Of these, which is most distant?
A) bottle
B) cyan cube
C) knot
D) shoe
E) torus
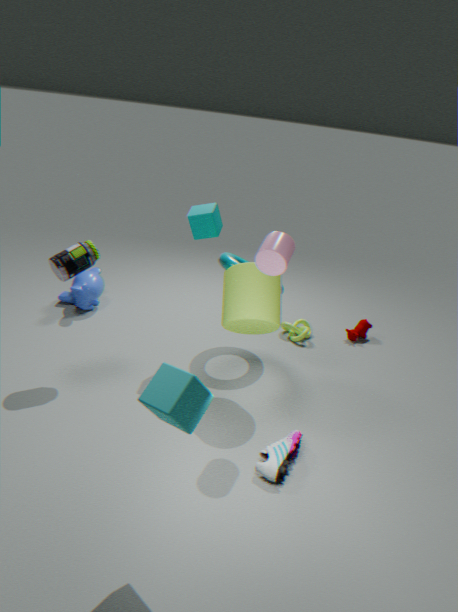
knot
